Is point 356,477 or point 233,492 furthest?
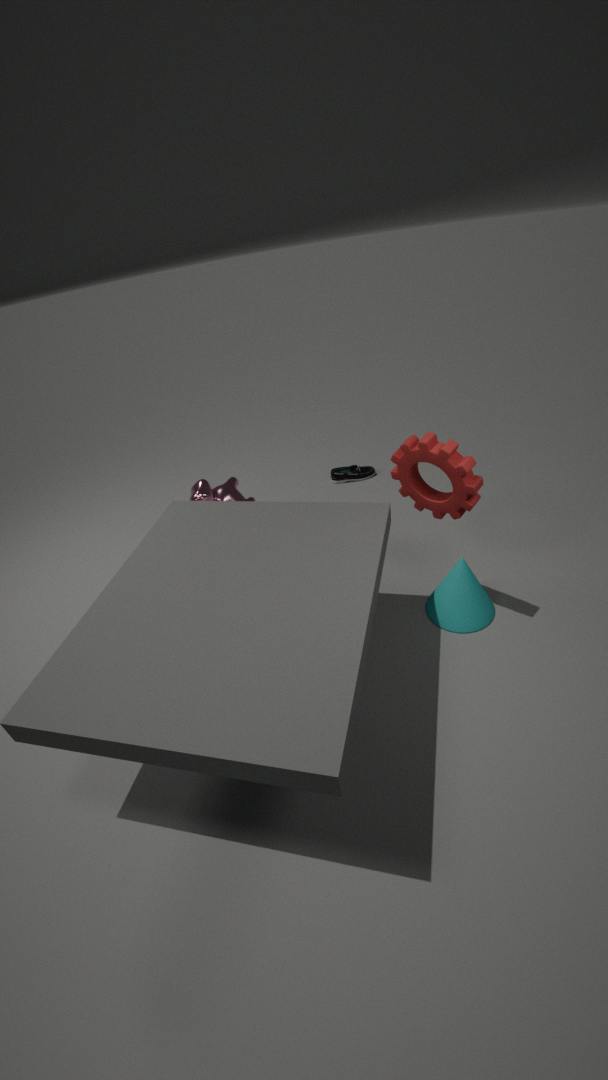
point 356,477
